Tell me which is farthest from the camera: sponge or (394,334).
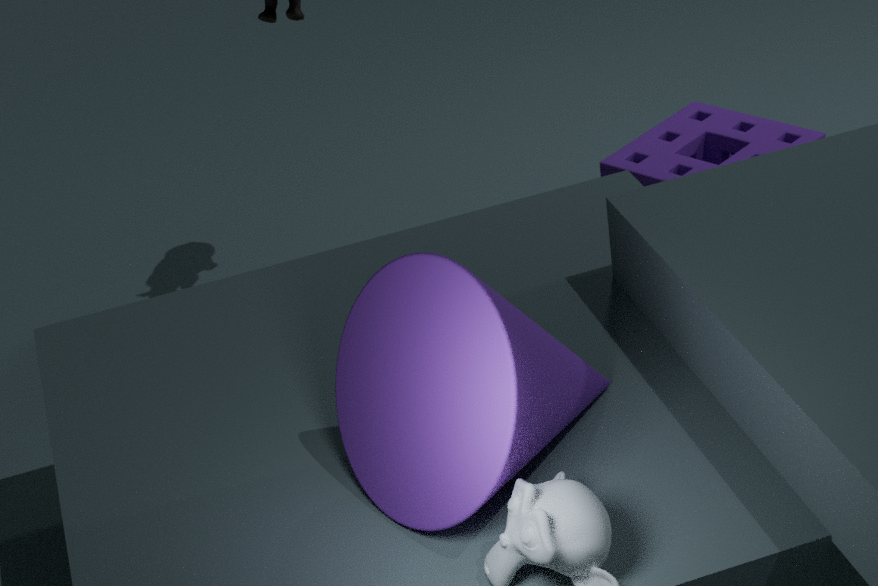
(394,334)
